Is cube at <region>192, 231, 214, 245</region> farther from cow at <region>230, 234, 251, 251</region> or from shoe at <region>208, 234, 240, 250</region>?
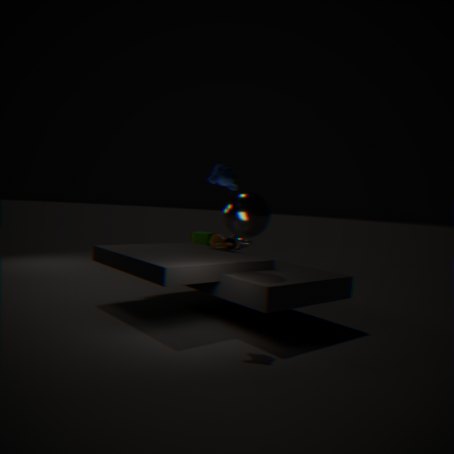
shoe at <region>208, 234, 240, 250</region>
